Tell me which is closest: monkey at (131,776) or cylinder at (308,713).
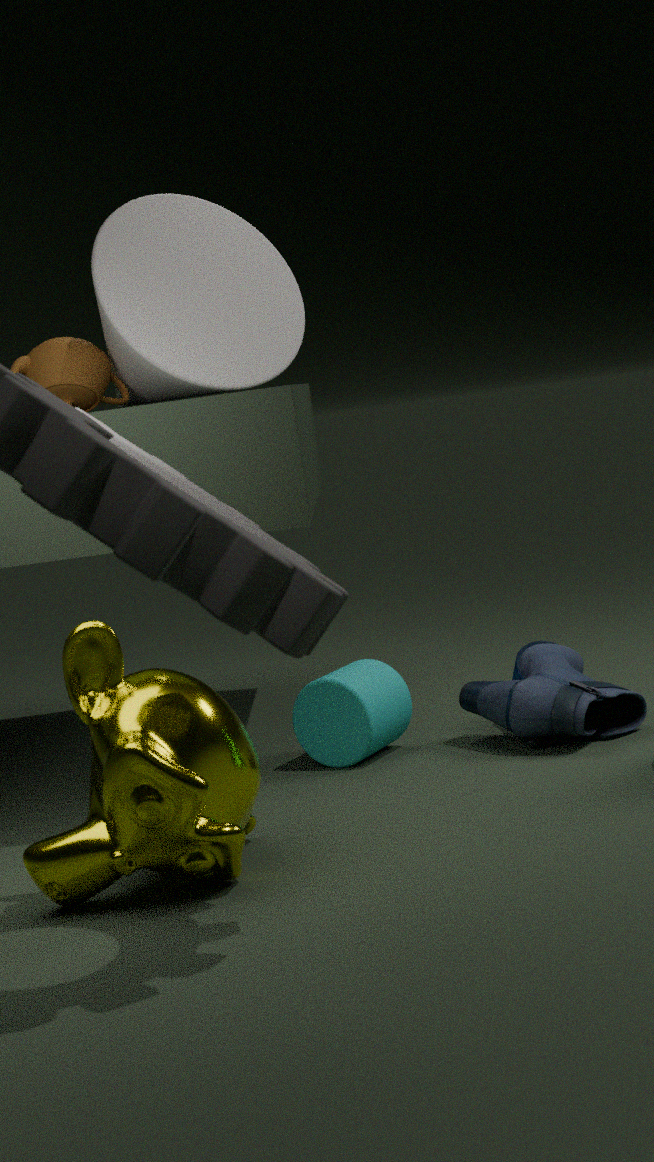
monkey at (131,776)
